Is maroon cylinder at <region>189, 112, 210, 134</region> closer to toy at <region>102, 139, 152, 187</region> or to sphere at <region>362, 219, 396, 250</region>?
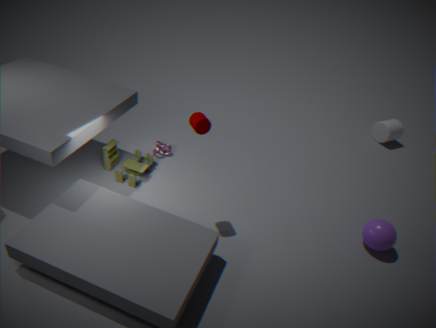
toy at <region>102, 139, 152, 187</region>
